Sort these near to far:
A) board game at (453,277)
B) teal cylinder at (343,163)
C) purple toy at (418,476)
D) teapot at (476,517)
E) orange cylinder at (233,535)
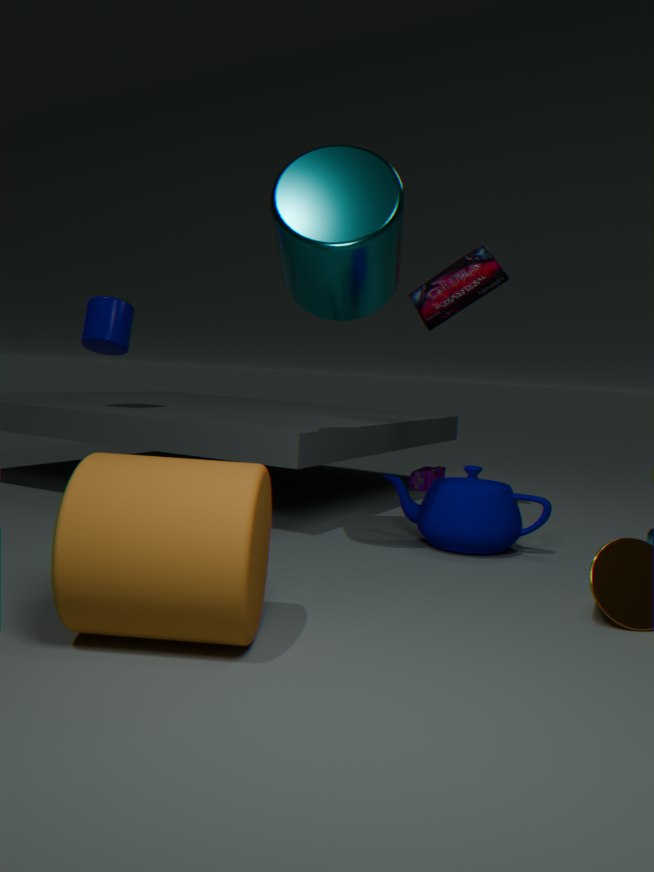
Answer: orange cylinder at (233,535) < teal cylinder at (343,163) < teapot at (476,517) < board game at (453,277) < purple toy at (418,476)
